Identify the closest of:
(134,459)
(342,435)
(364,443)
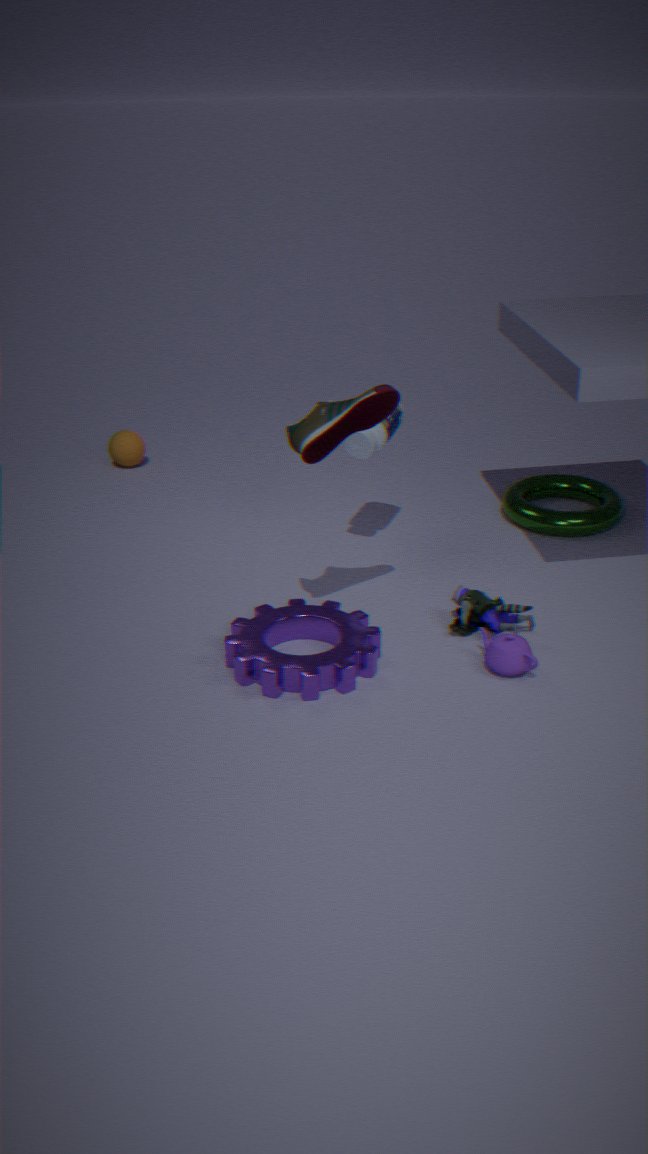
(342,435)
